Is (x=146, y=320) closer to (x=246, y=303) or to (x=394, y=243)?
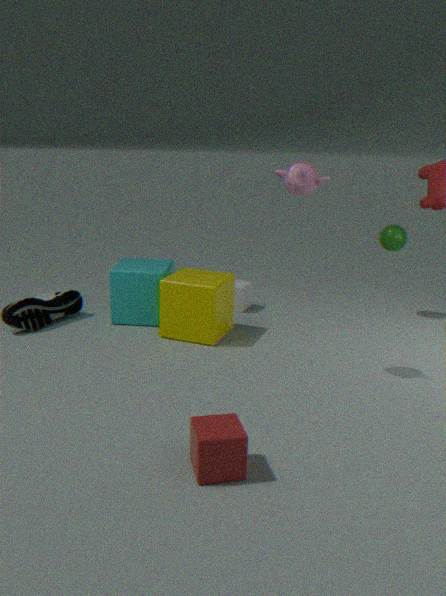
(x=246, y=303)
